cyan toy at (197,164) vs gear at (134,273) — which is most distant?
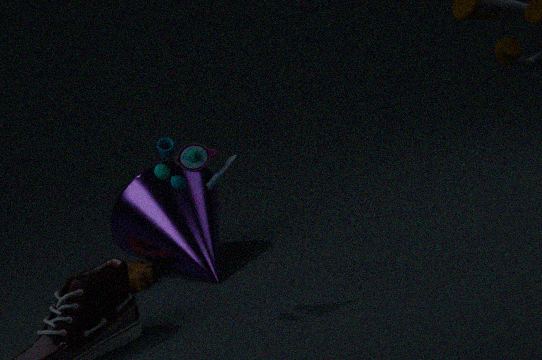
gear at (134,273)
